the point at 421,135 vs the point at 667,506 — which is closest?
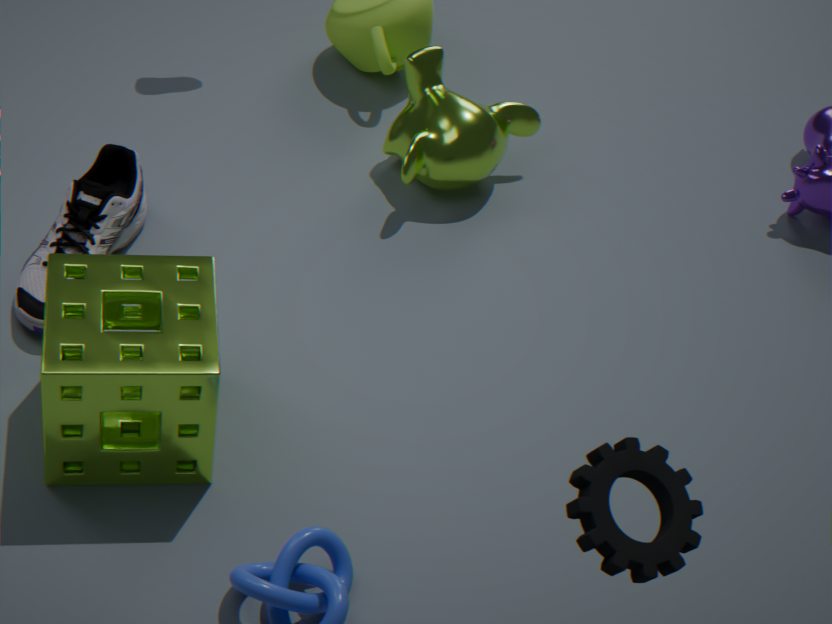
the point at 667,506
